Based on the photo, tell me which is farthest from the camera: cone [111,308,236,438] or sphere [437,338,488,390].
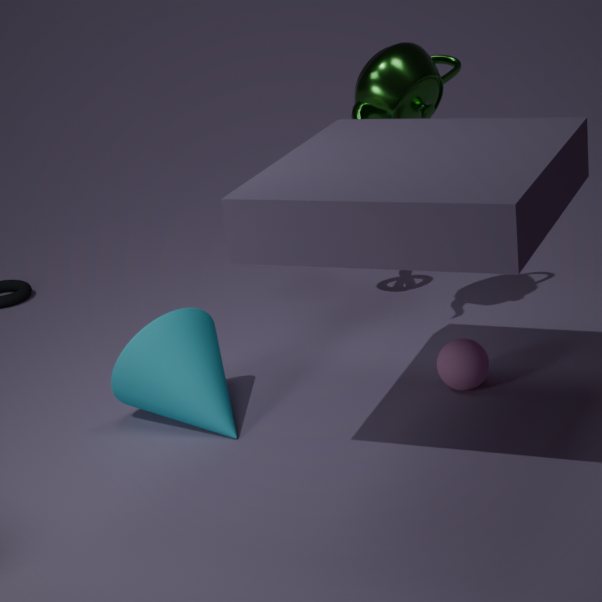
sphere [437,338,488,390]
